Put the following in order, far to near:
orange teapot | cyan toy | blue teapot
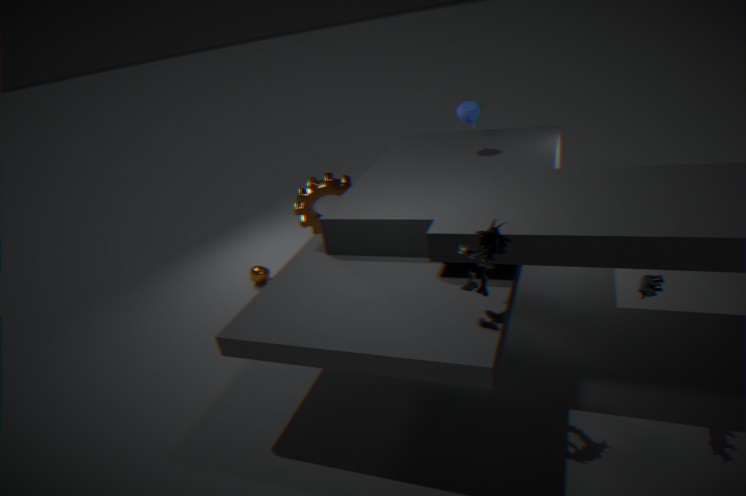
orange teapot < blue teapot < cyan toy
